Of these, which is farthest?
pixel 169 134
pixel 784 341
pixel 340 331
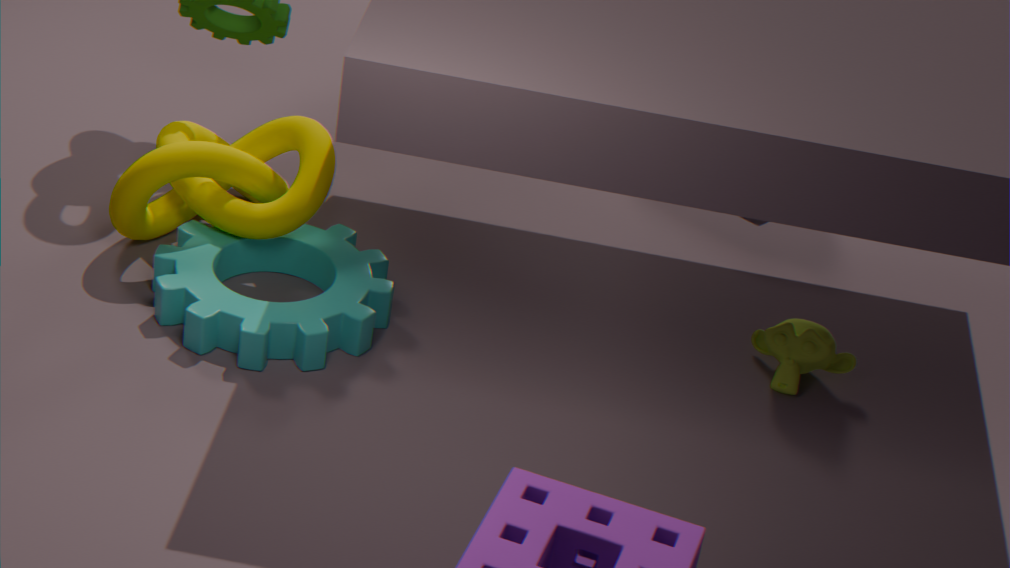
pixel 169 134
